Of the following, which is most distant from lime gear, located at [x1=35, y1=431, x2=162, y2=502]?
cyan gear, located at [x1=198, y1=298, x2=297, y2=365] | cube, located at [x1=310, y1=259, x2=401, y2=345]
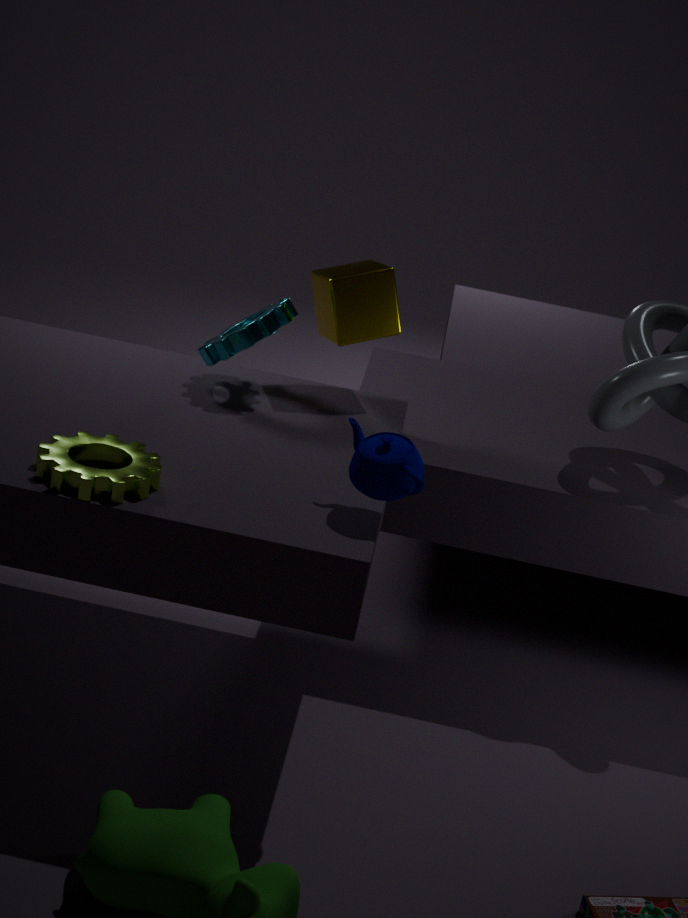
cube, located at [x1=310, y1=259, x2=401, y2=345]
